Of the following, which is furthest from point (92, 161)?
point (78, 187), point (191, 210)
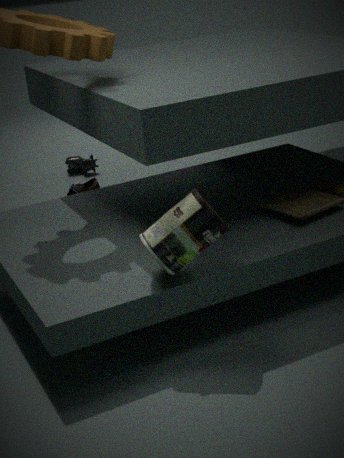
point (191, 210)
